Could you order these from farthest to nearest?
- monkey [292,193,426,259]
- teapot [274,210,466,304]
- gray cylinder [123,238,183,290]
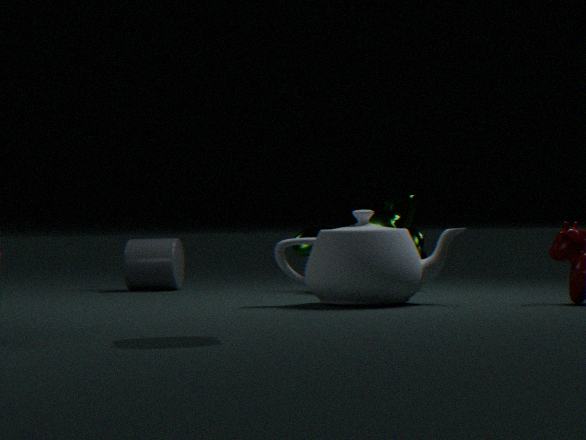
gray cylinder [123,238,183,290] → monkey [292,193,426,259] → teapot [274,210,466,304]
